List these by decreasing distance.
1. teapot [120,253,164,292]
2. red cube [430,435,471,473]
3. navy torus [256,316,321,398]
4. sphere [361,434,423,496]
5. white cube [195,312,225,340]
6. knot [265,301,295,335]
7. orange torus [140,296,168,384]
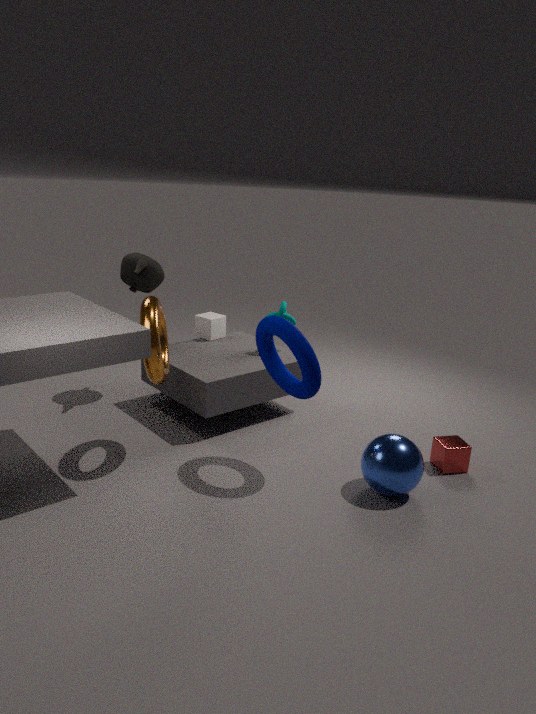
white cube [195,312,225,340]
knot [265,301,295,335]
teapot [120,253,164,292]
red cube [430,435,471,473]
orange torus [140,296,168,384]
sphere [361,434,423,496]
navy torus [256,316,321,398]
